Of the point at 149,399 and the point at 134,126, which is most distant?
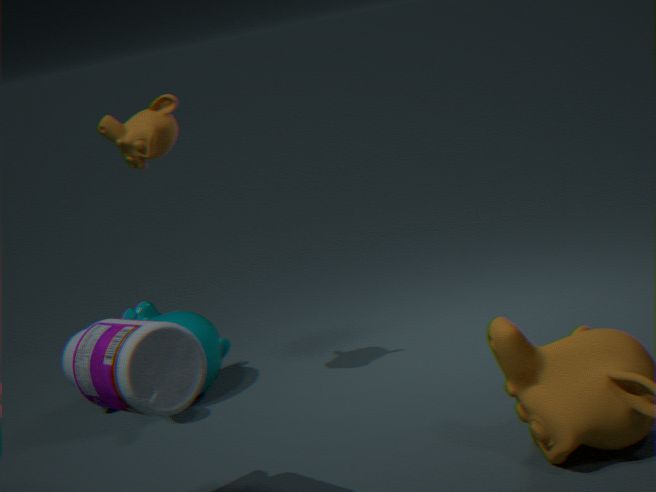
the point at 134,126
